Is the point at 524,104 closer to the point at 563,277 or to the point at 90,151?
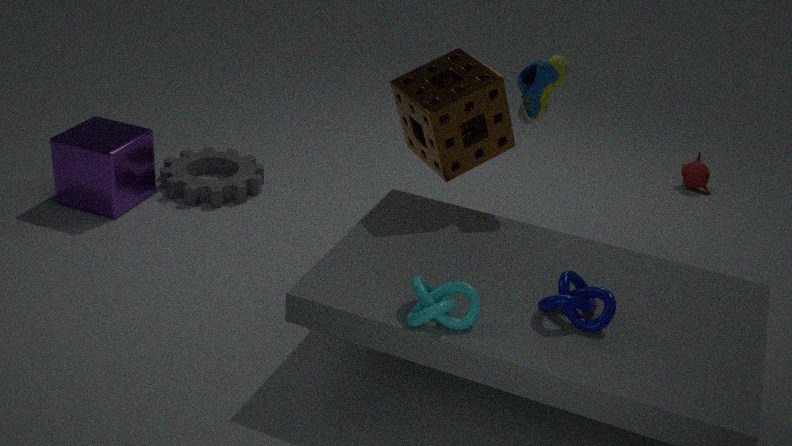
the point at 563,277
